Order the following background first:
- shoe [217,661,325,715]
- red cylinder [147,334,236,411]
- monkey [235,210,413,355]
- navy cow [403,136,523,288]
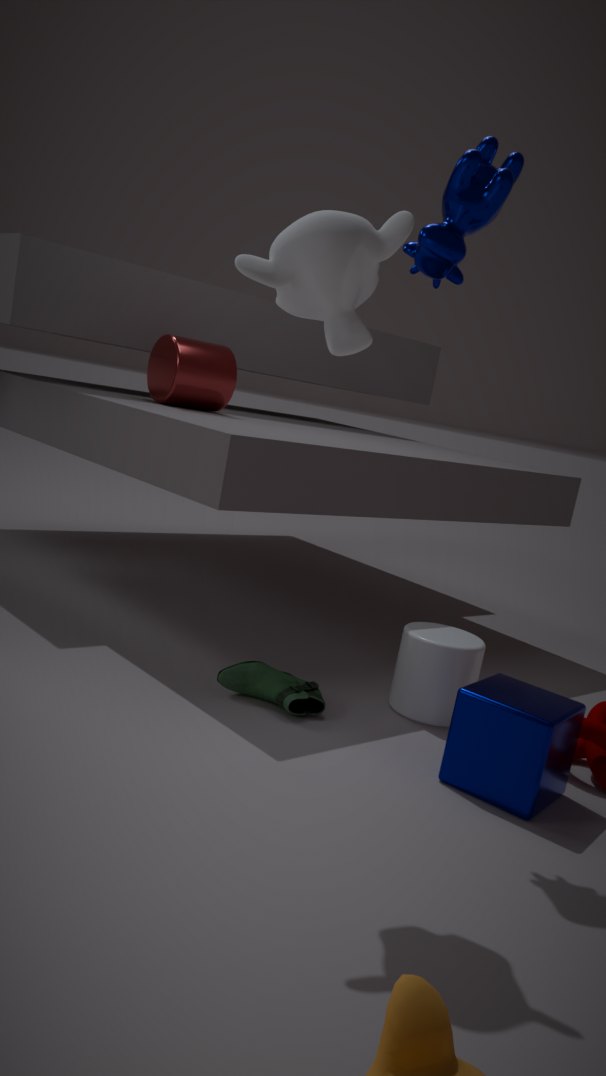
red cylinder [147,334,236,411]
shoe [217,661,325,715]
navy cow [403,136,523,288]
monkey [235,210,413,355]
